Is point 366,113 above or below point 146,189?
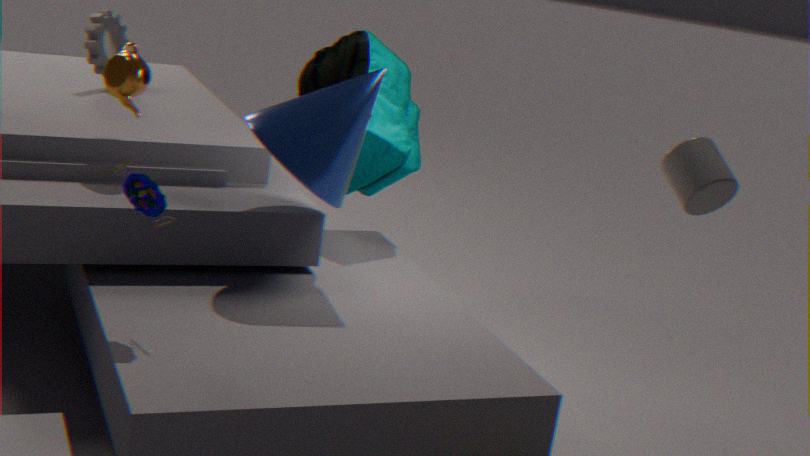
above
